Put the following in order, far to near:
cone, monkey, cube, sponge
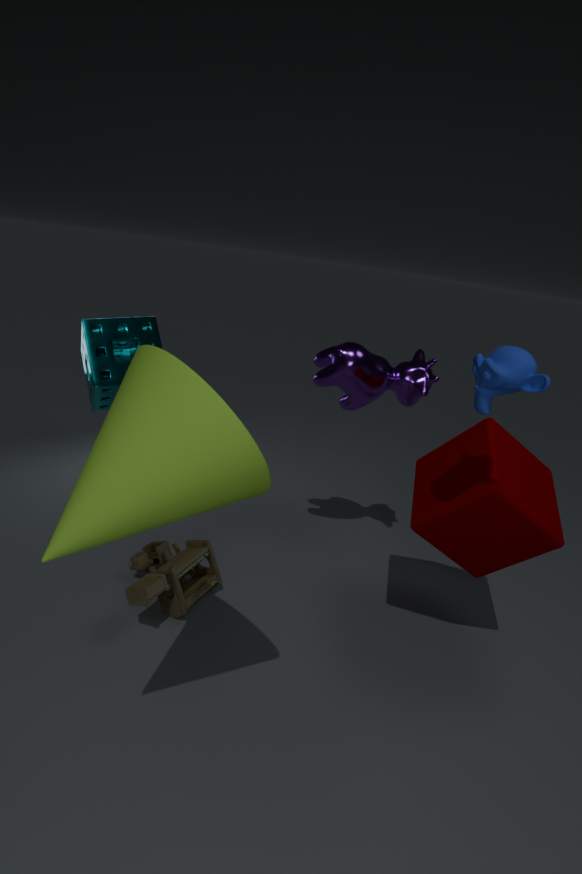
1. sponge
2. cube
3. monkey
4. cone
